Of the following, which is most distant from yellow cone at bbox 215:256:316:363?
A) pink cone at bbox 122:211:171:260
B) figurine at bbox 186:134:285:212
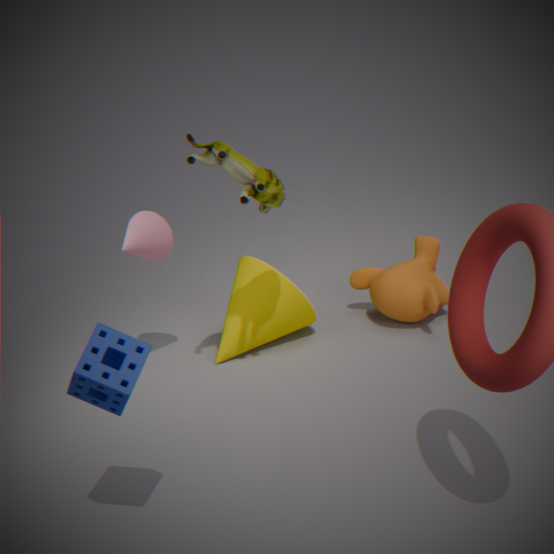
figurine at bbox 186:134:285:212
